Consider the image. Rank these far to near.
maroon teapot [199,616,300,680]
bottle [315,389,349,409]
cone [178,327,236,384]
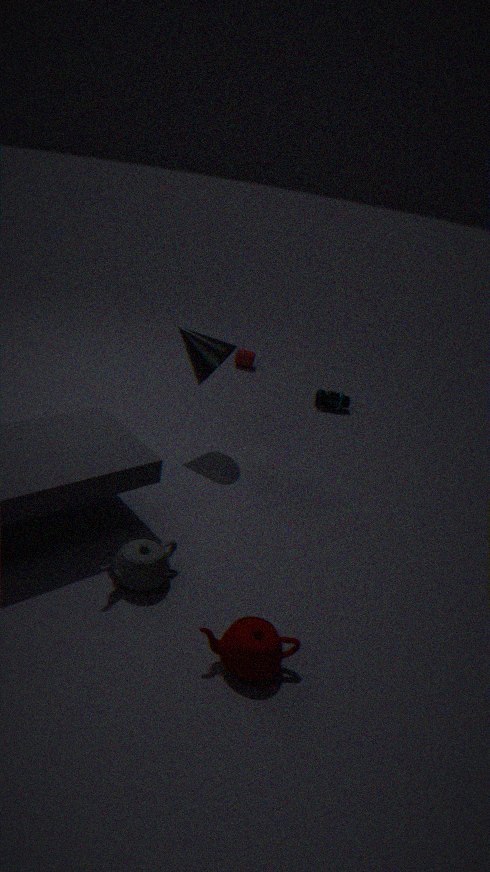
bottle [315,389,349,409] → cone [178,327,236,384] → maroon teapot [199,616,300,680]
